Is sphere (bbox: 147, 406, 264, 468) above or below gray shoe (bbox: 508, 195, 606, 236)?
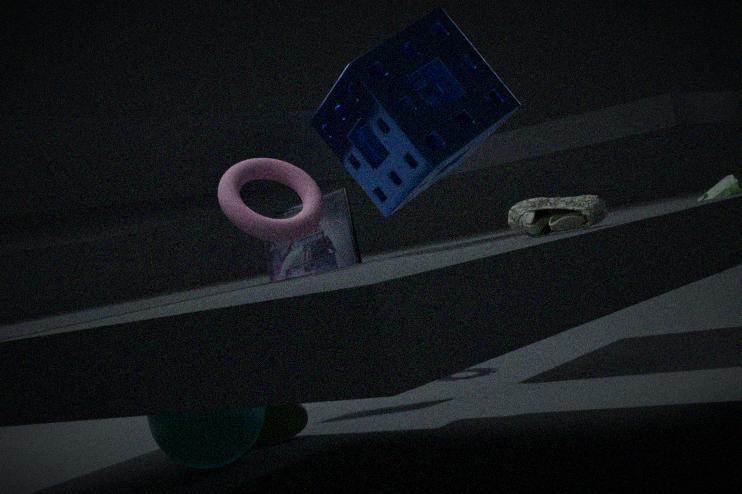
below
